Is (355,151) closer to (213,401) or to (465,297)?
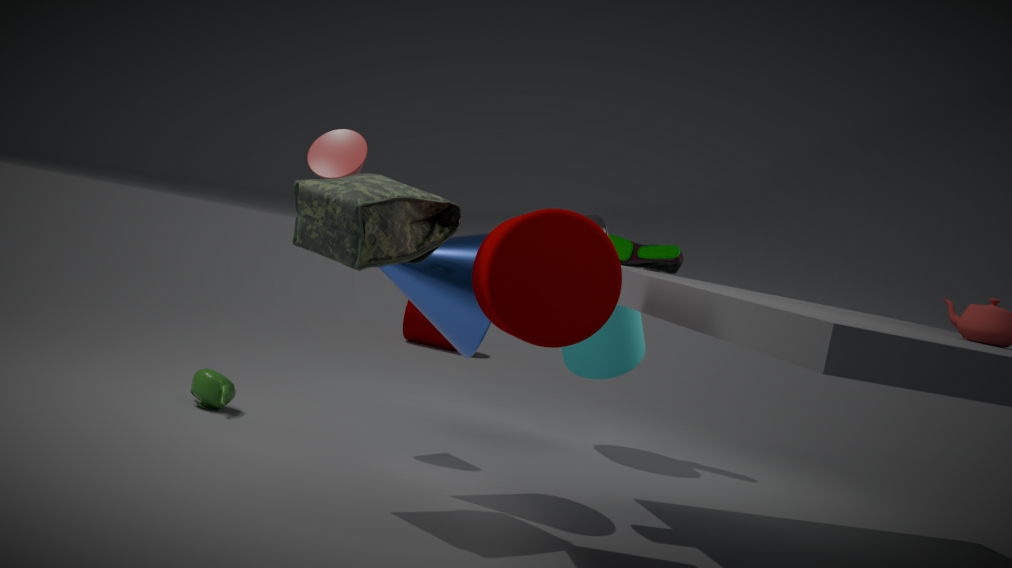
(465,297)
